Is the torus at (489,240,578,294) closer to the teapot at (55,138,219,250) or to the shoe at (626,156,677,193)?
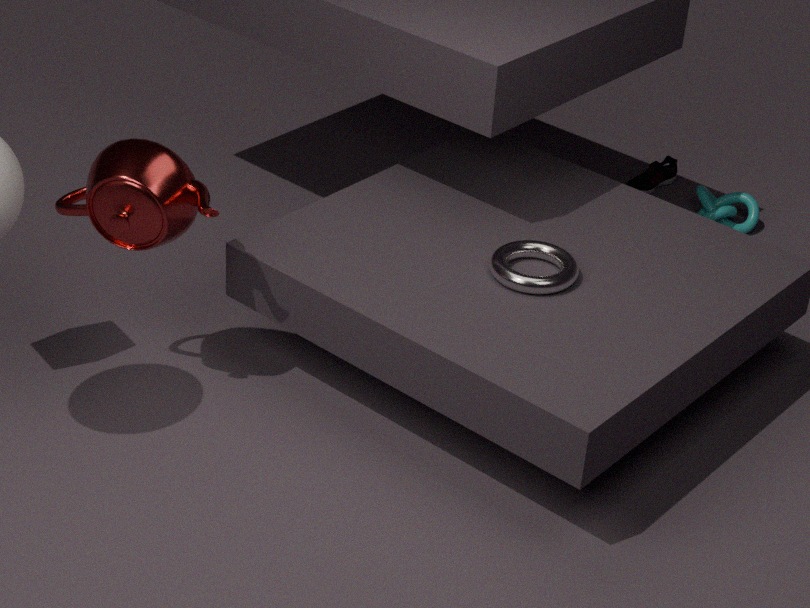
the teapot at (55,138,219,250)
